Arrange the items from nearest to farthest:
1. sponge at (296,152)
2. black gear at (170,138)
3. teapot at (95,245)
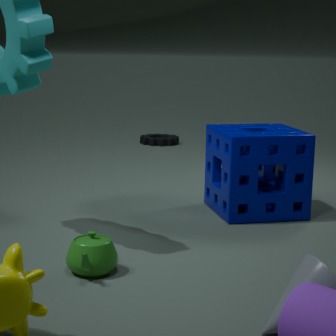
1. teapot at (95,245)
2. sponge at (296,152)
3. black gear at (170,138)
